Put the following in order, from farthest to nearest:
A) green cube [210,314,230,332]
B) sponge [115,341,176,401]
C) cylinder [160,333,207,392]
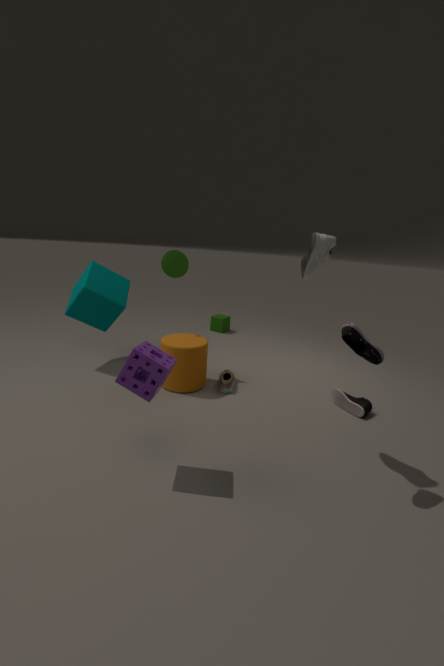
green cube [210,314,230,332] → cylinder [160,333,207,392] → sponge [115,341,176,401]
